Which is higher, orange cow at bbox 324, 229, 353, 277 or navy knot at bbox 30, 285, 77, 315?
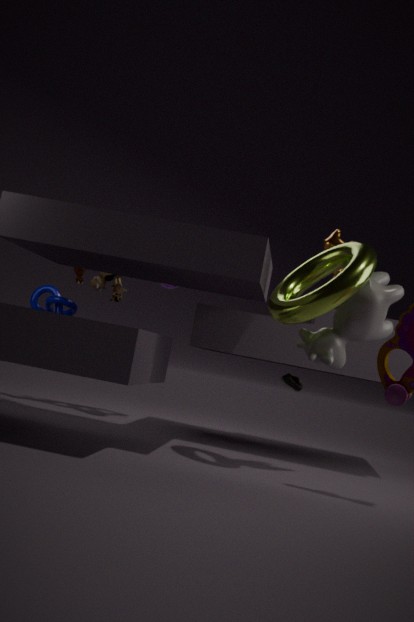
orange cow at bbox 324, 229, 353, 277
